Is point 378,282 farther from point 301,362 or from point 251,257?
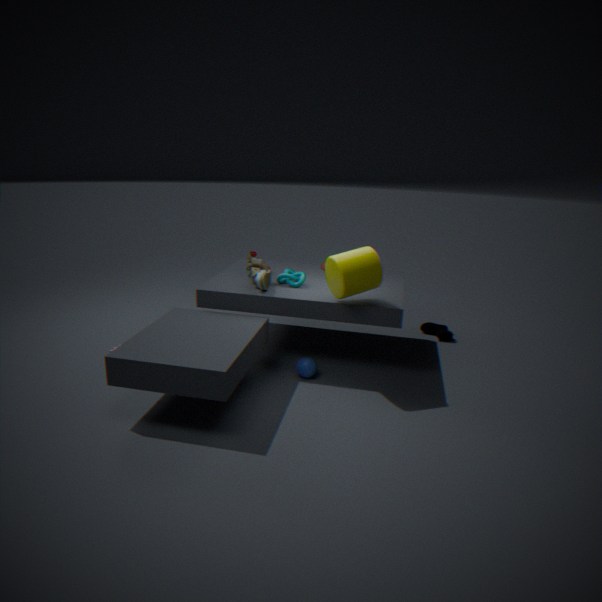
point 251,257
